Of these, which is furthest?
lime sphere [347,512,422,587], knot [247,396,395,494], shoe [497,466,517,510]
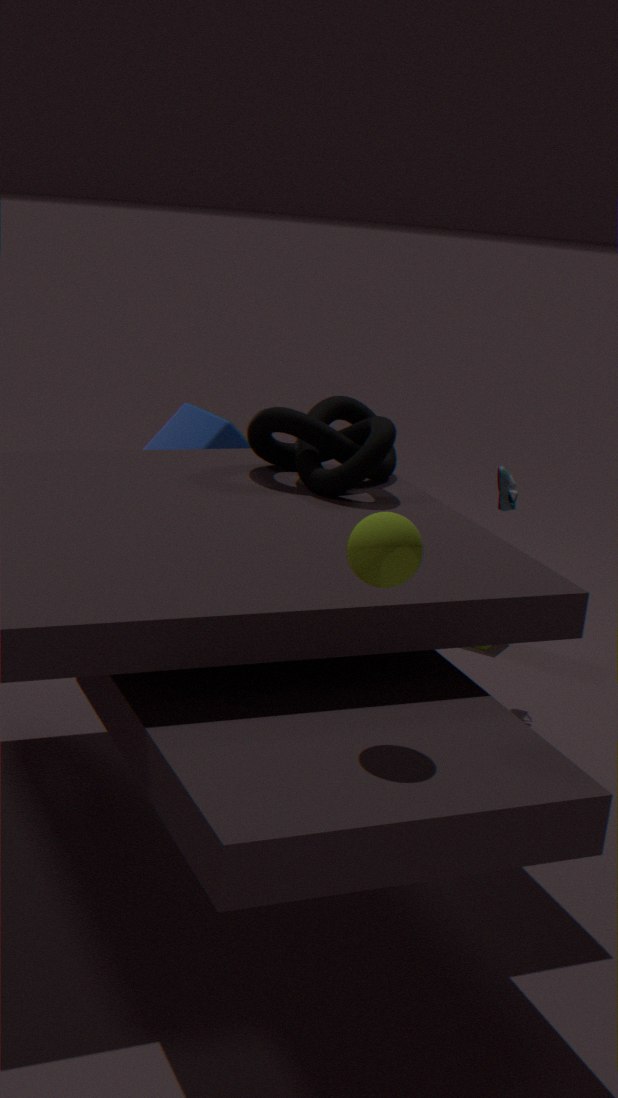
shoe [497,466,517,510]
